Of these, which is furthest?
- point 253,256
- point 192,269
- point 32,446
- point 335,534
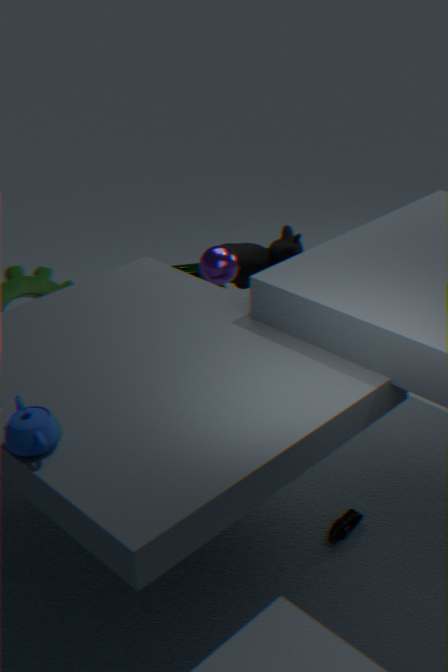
point 192,269
